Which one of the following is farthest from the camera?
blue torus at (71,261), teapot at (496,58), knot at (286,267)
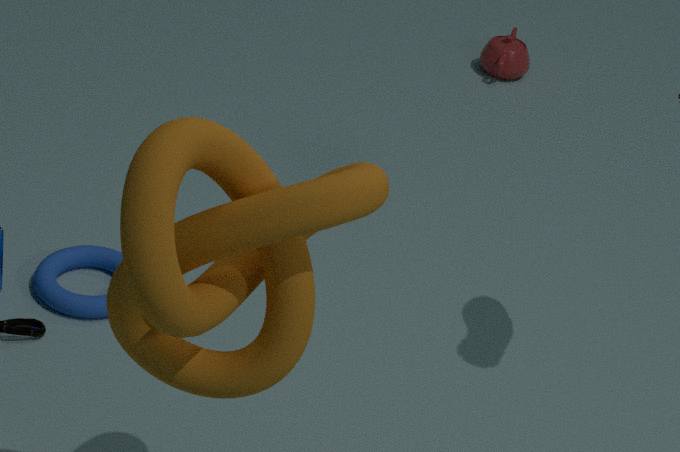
teapot at (496,58)
